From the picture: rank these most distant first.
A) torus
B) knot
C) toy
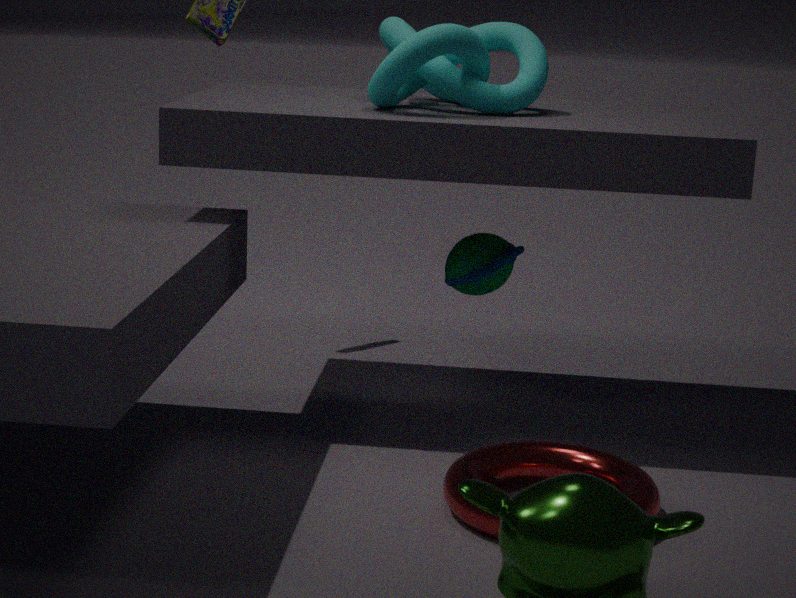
toy
knot
torus
